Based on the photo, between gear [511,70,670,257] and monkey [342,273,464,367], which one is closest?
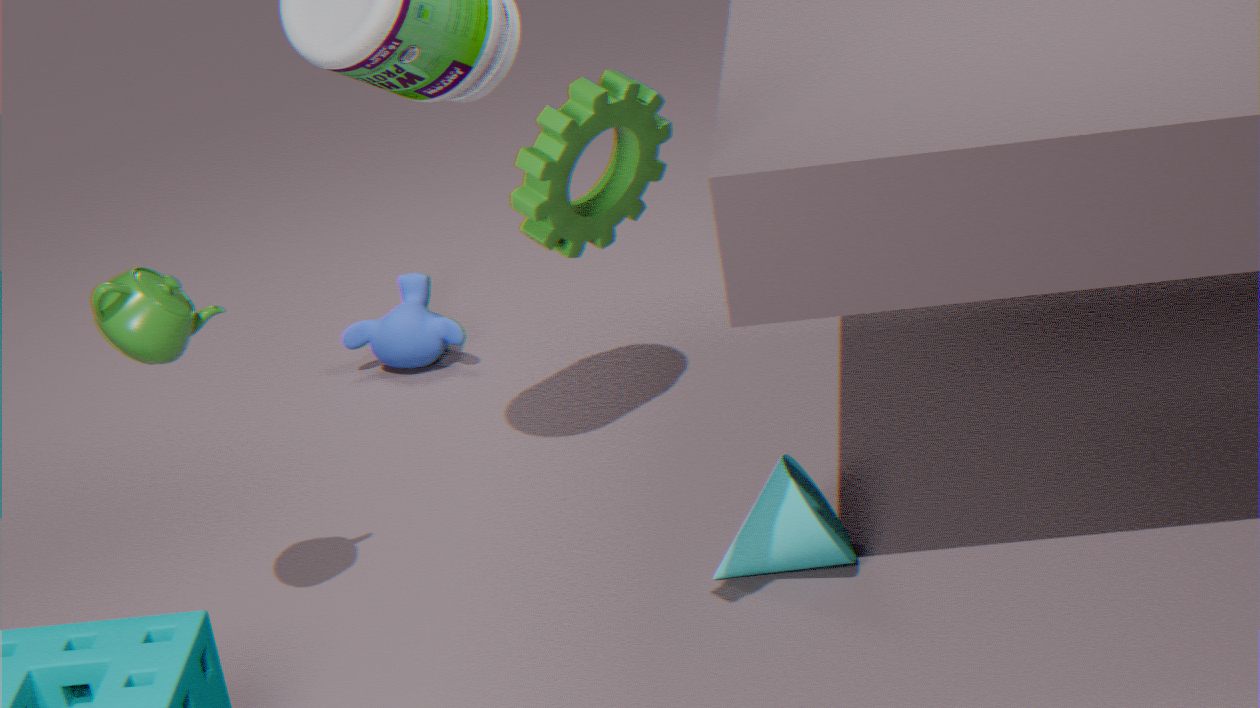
gear [511,70,670,257]
